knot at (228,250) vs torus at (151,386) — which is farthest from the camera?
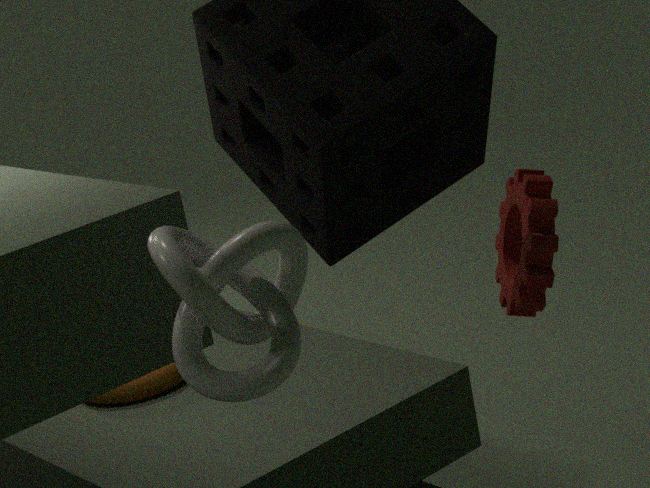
torus at (151,386)
